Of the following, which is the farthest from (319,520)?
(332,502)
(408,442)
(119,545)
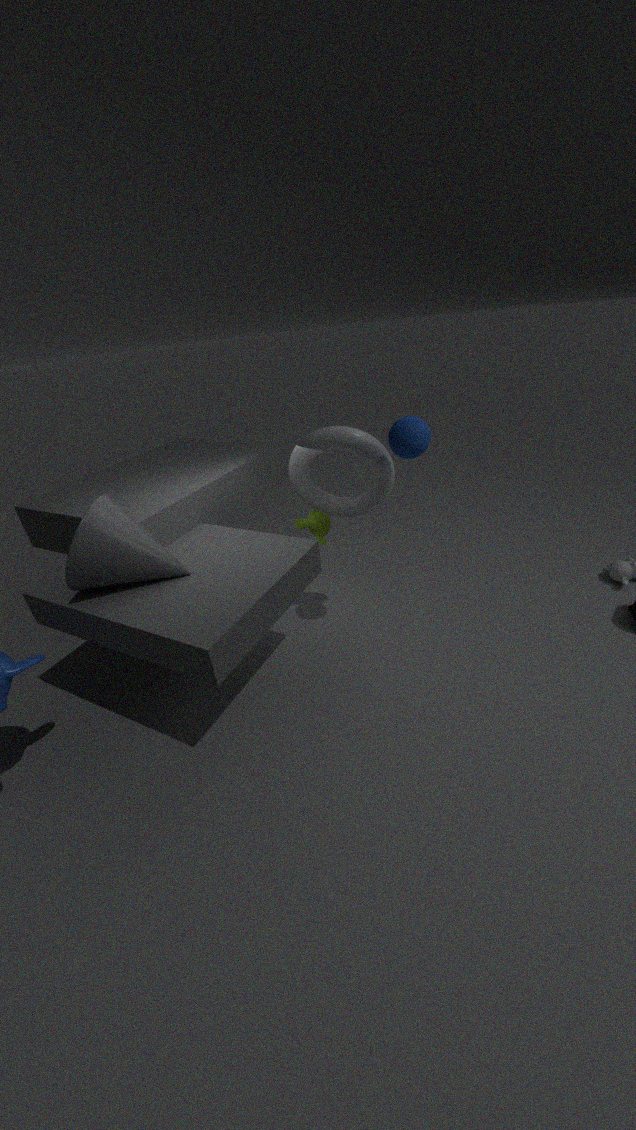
(119,545)
